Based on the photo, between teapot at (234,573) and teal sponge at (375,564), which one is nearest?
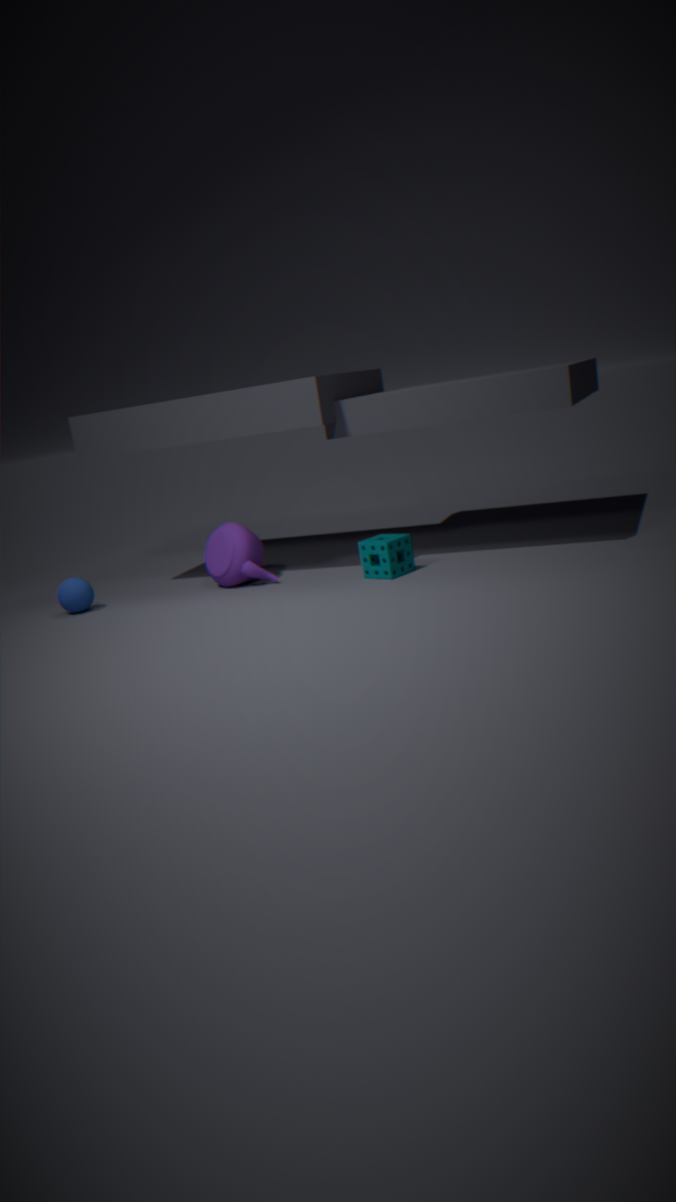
teal sponge at (375,564)
